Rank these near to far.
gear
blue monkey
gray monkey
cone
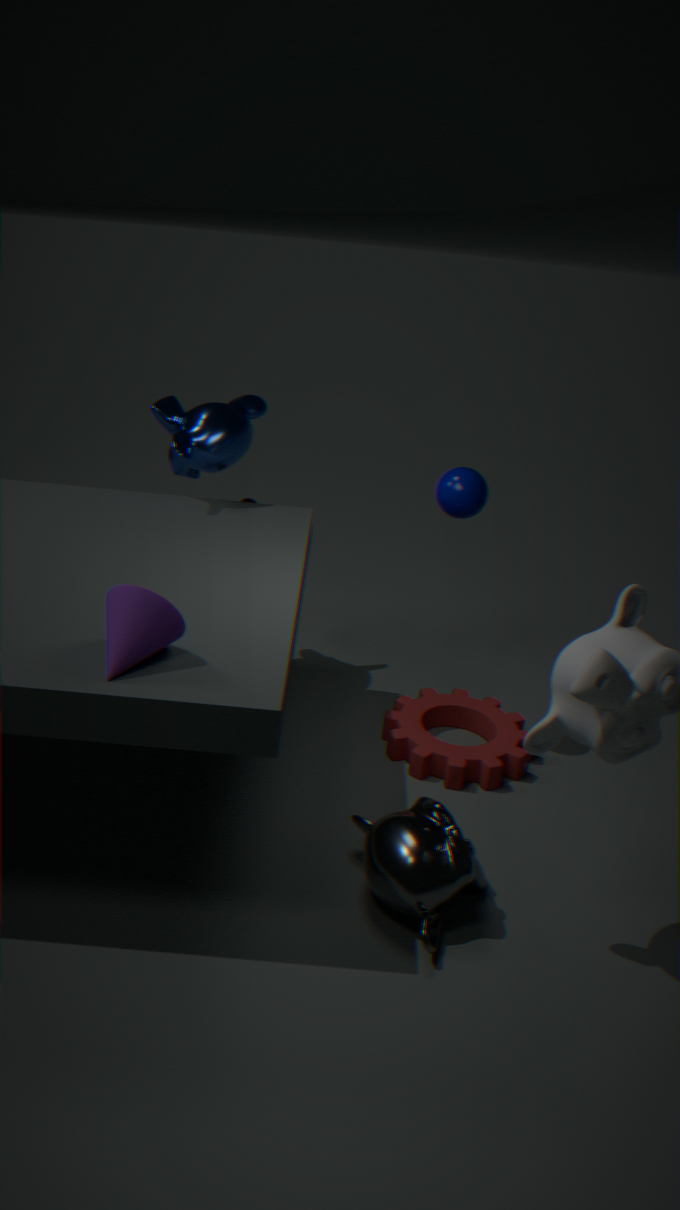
cone
gray monkey
gear
blue monkey
